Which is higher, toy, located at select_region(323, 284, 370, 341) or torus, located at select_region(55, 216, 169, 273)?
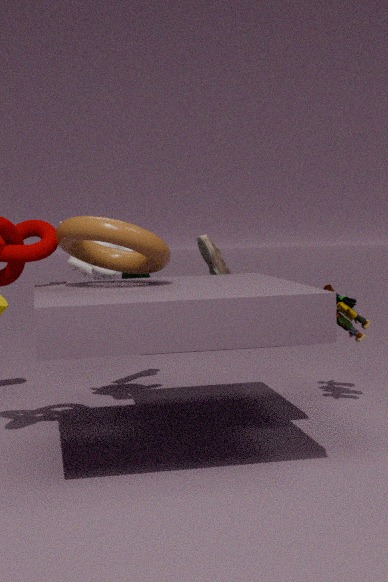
torus, located at select_region(55, 216, 169, 273)
